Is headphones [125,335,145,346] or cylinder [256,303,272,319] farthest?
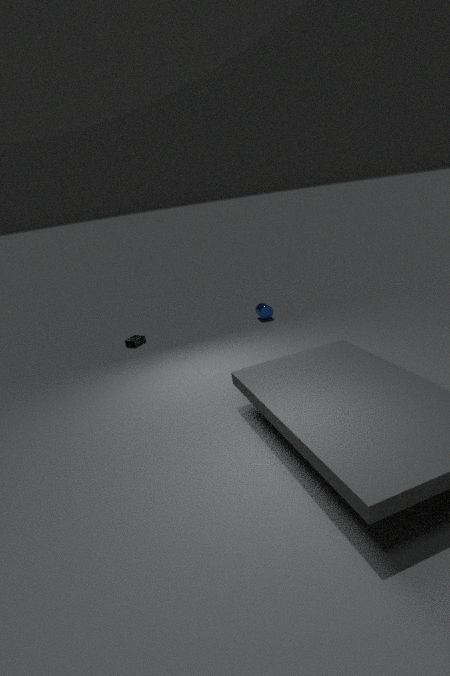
cylinder [256,303,272,319]
